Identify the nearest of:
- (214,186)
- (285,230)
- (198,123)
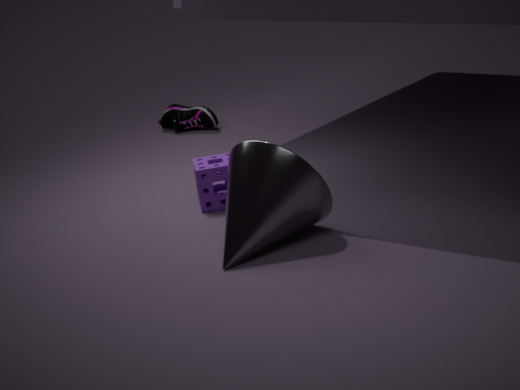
→ (285,230)
